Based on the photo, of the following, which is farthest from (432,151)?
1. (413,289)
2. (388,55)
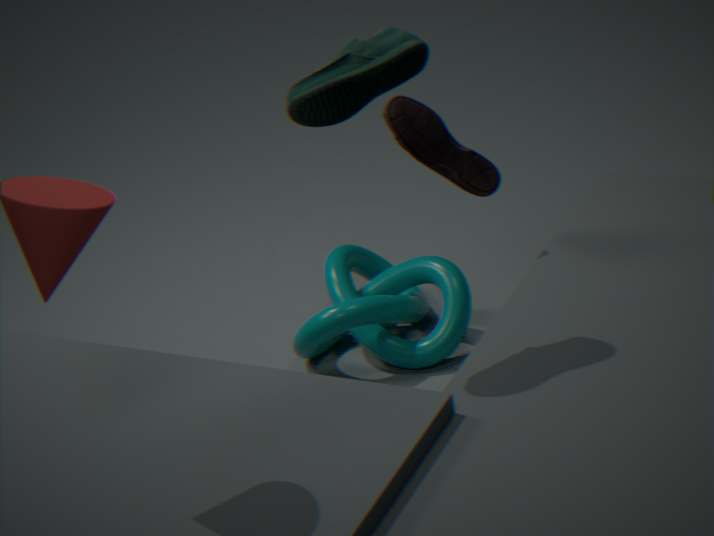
(413,289)
